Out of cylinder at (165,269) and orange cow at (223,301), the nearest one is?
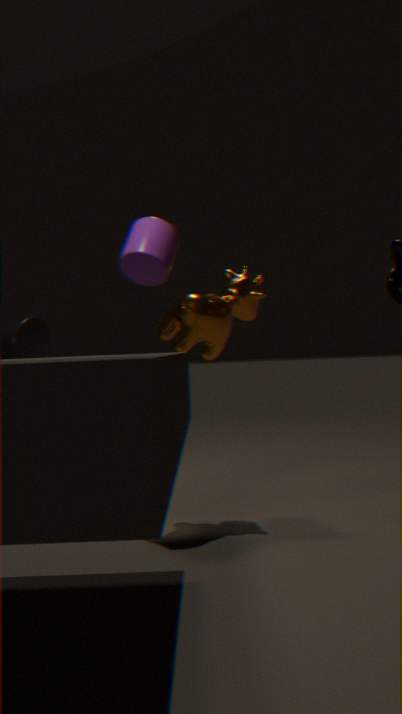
cylinder at (165,269)
